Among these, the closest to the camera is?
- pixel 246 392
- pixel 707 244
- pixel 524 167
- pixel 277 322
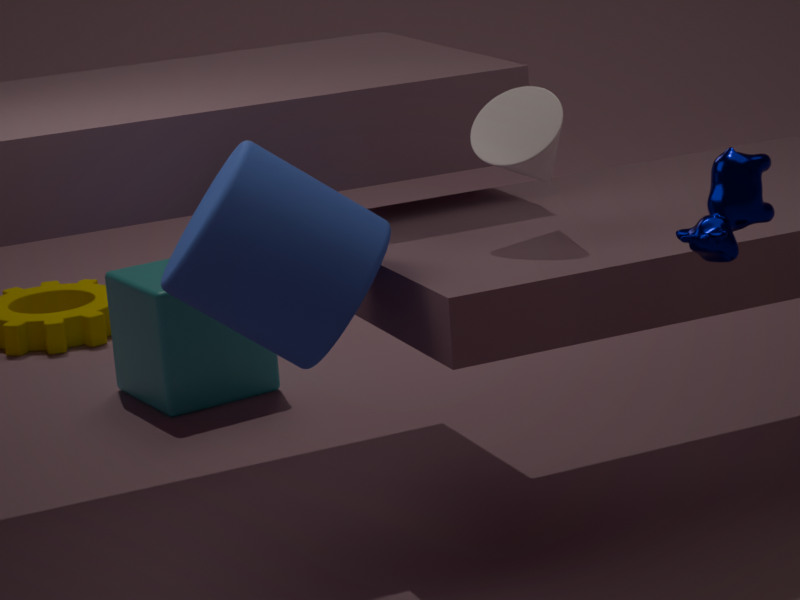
pixel 707 244
